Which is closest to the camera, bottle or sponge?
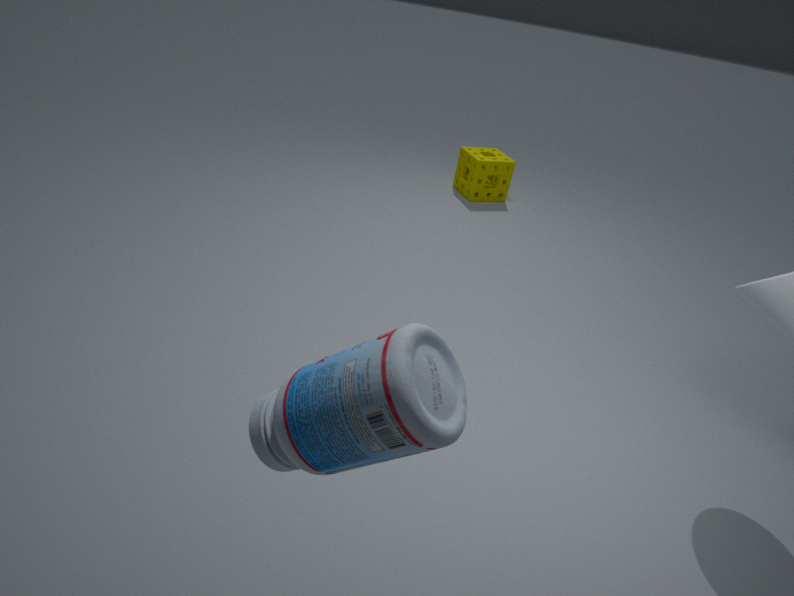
bottle
